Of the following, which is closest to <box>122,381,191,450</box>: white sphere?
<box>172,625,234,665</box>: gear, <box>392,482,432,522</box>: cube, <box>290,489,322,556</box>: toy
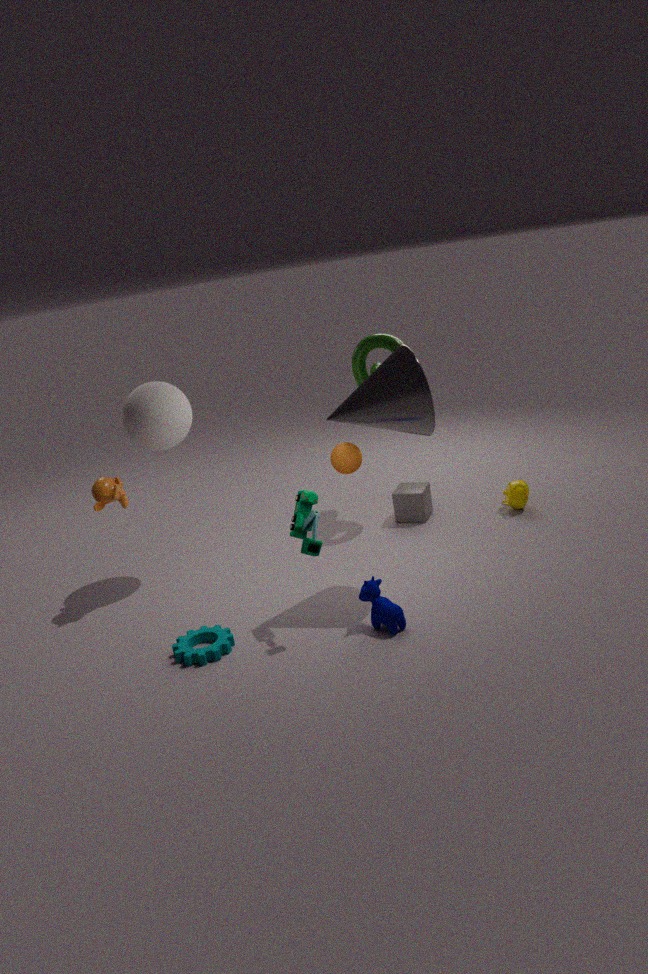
<box>290,489,322,556</box>: toy
